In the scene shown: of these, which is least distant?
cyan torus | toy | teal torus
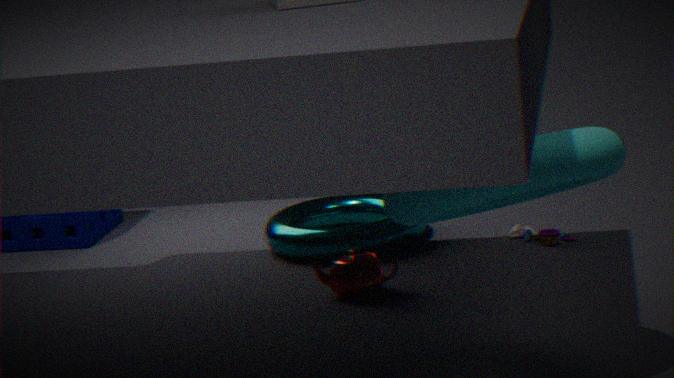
cyan torus
